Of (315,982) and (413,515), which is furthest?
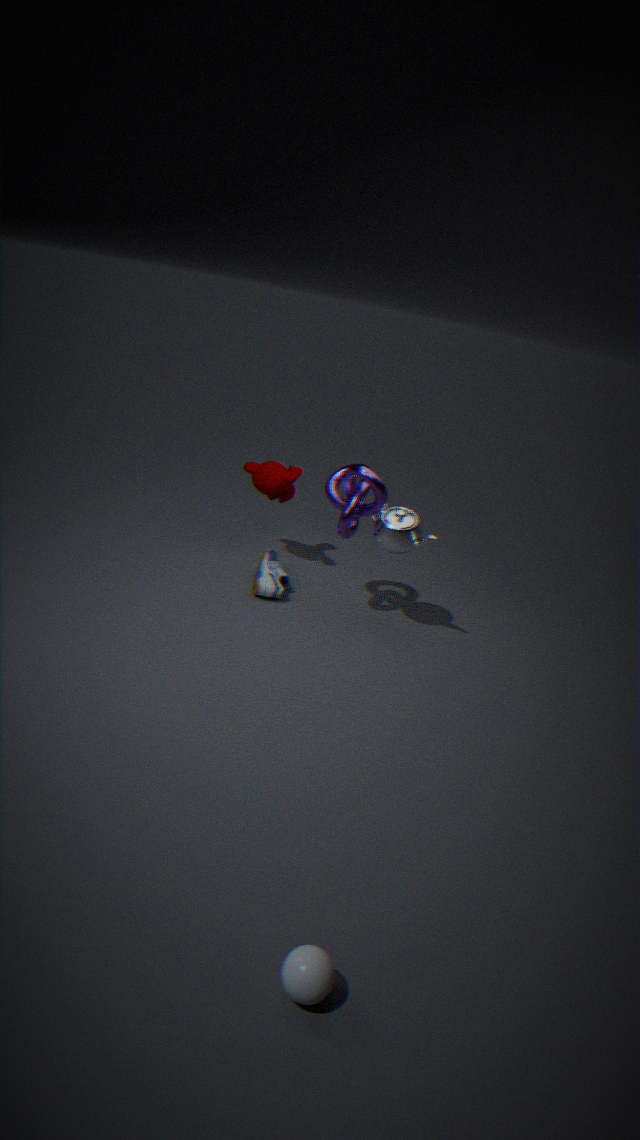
(413,515)
